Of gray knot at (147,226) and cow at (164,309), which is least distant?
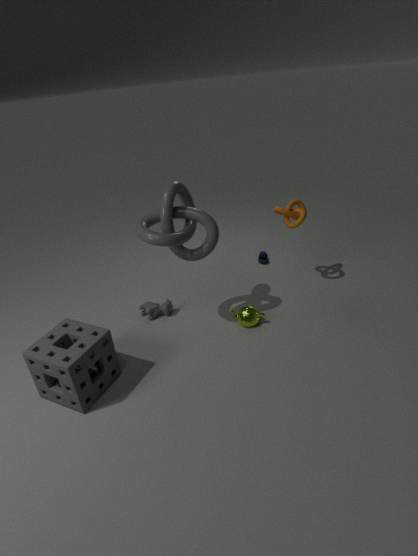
gray knot at (147,226)
